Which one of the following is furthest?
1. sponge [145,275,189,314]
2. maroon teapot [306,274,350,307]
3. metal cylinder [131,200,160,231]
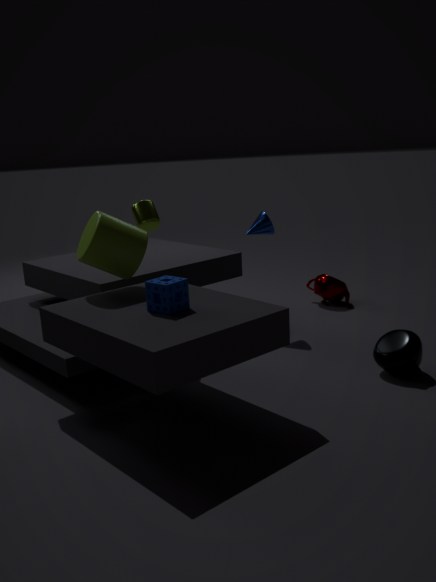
maroon teapot [306,274,350,307]
